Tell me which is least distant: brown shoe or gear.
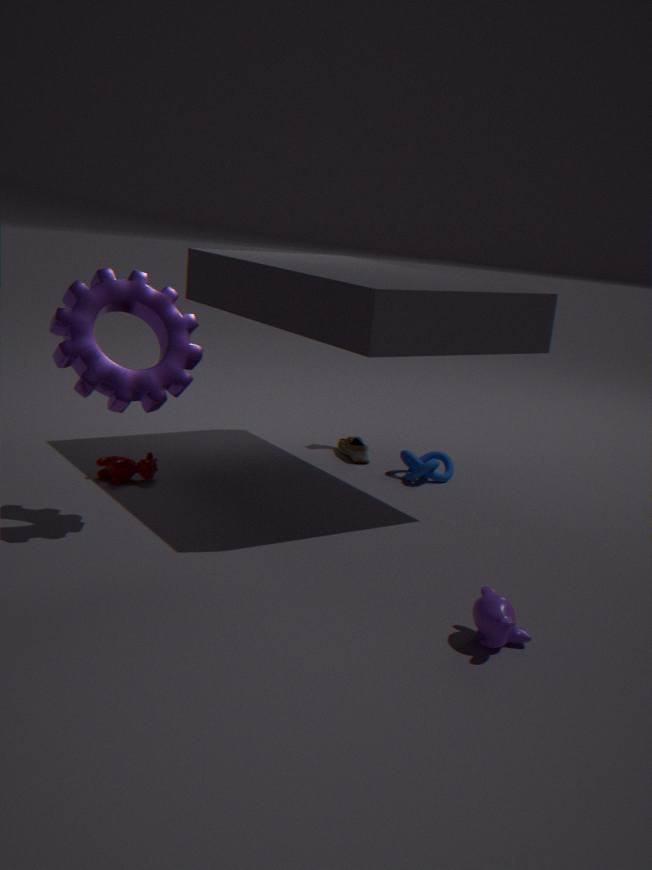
gear
